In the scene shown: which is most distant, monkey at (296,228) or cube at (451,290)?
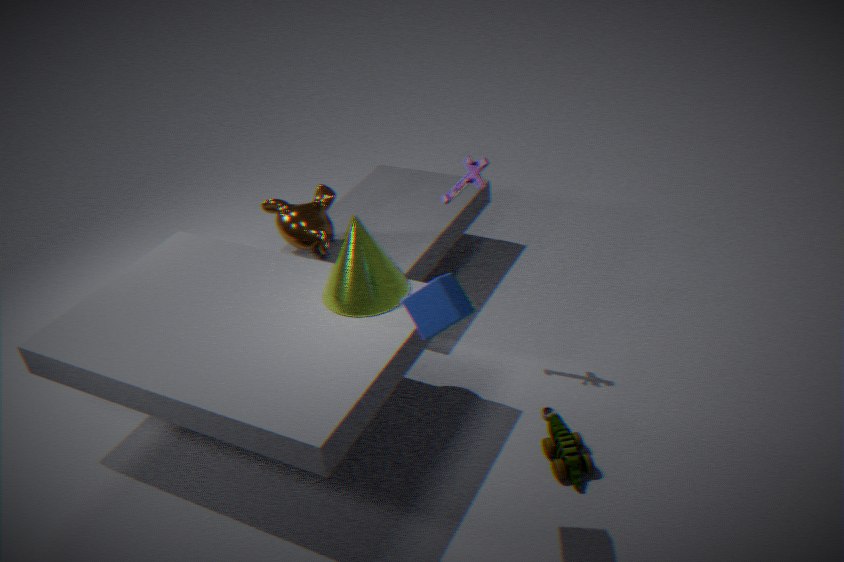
monkey at (296,228)
